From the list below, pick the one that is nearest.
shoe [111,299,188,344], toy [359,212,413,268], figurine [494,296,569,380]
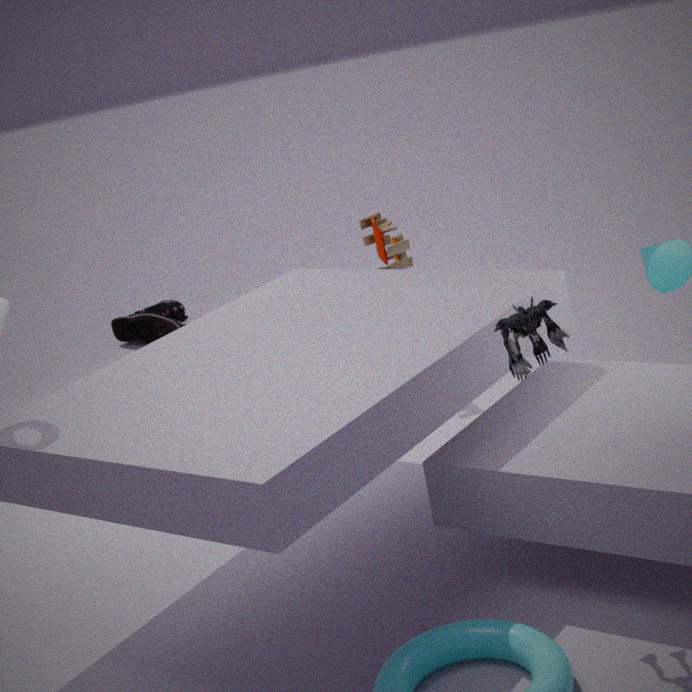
figurine [494,296,569,380]
